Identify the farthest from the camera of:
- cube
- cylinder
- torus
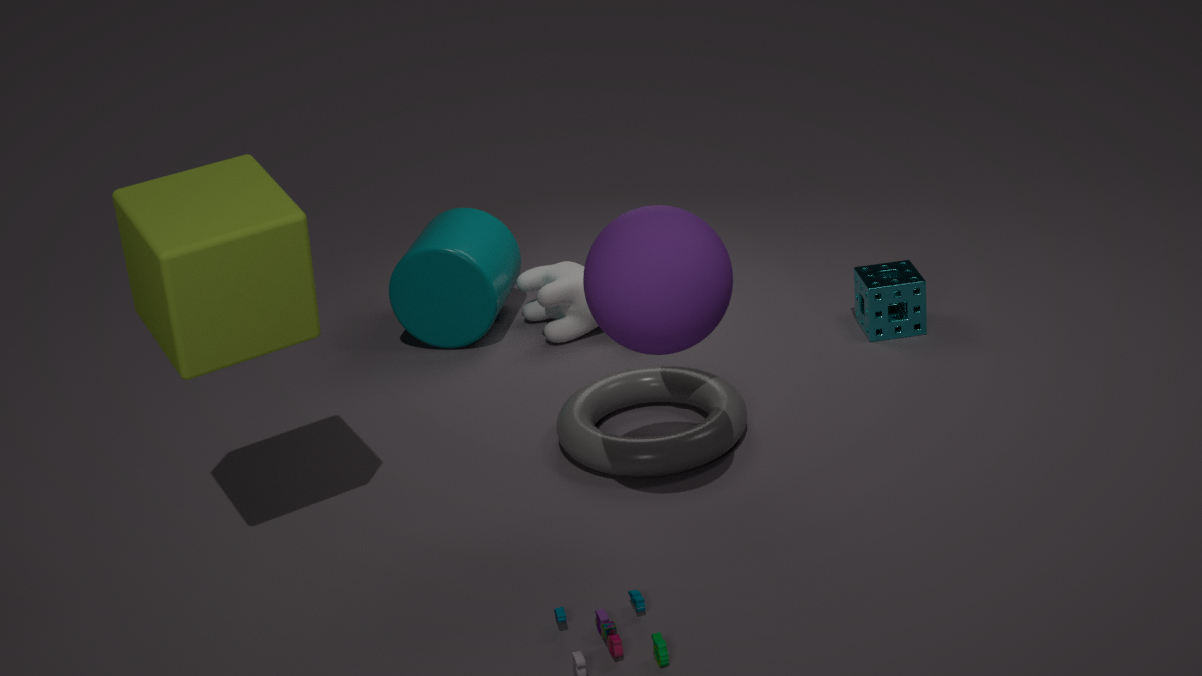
cylinder
